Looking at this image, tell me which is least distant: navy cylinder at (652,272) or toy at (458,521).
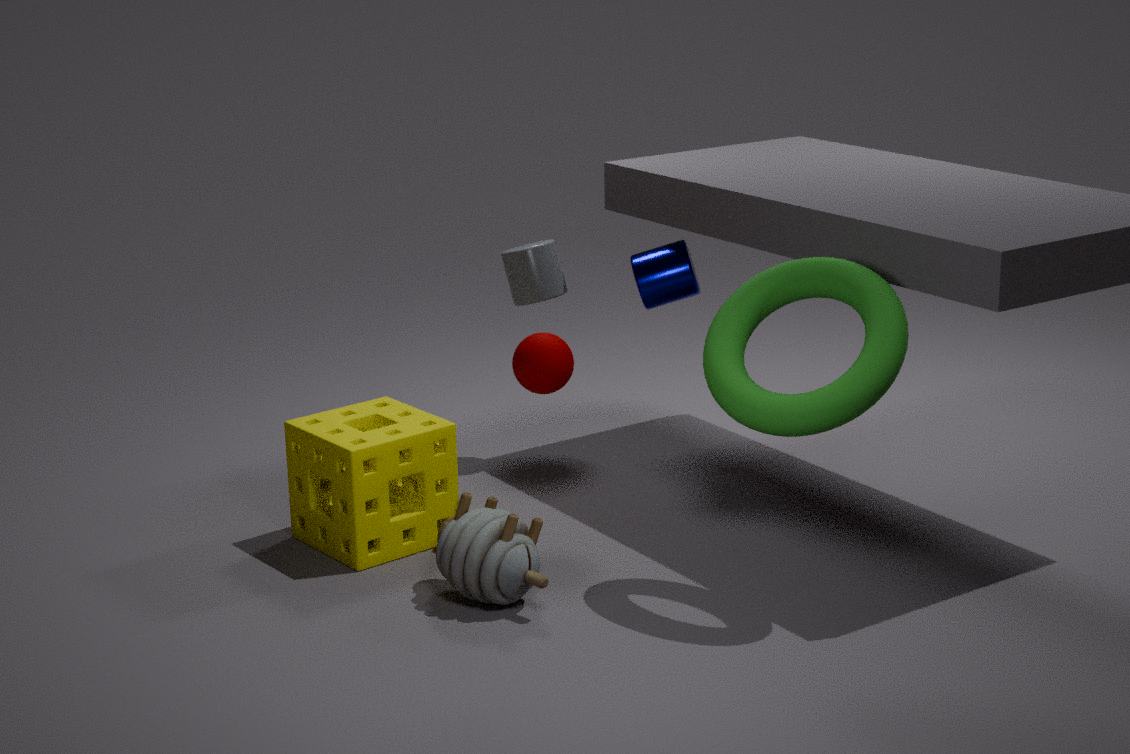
toy at (458,521)
